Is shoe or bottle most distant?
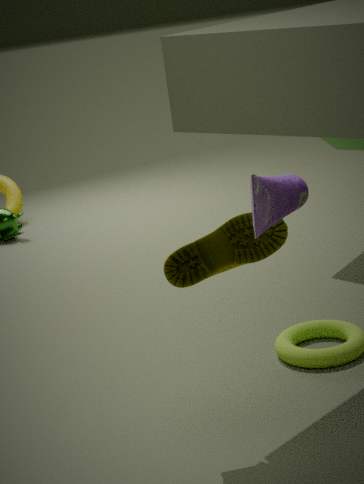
shoe
